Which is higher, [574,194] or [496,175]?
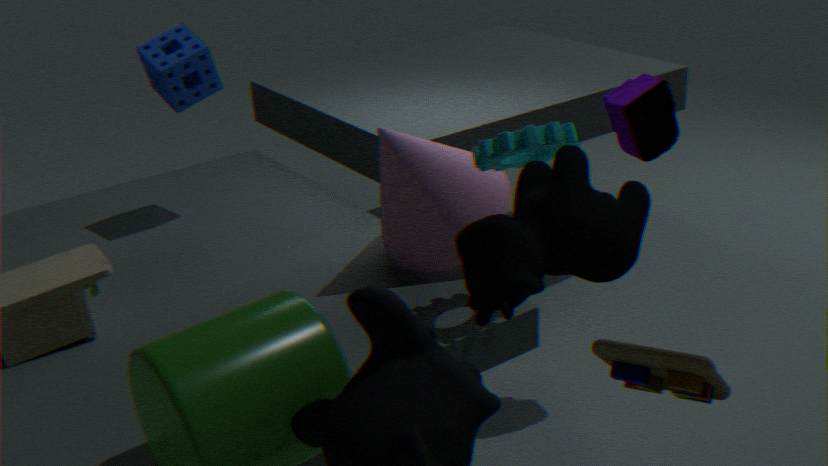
[574,194]
